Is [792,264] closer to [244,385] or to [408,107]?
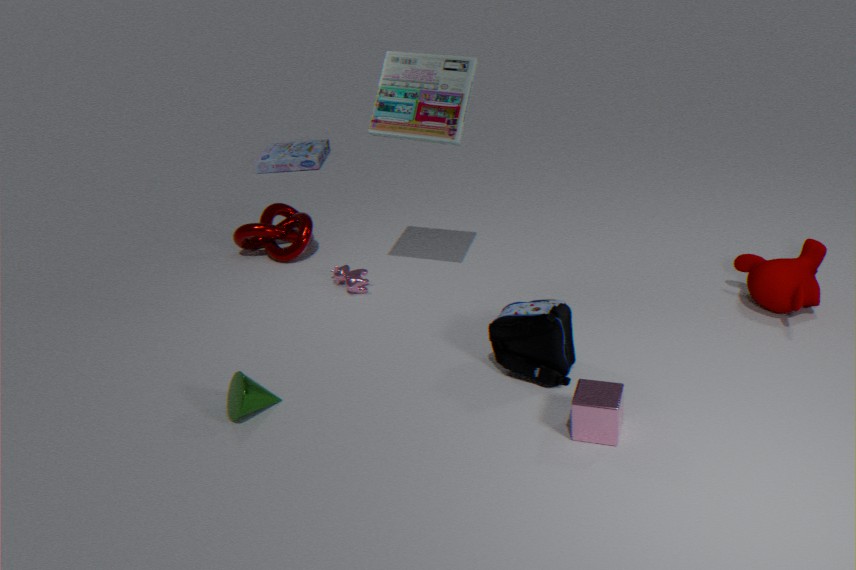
[408,107]
